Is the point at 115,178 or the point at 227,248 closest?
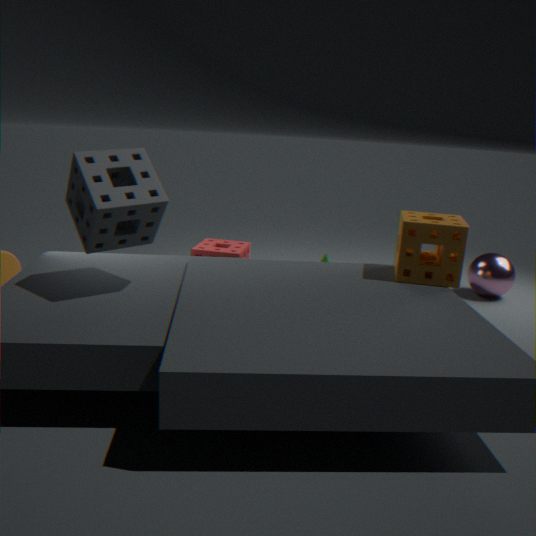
the point at 115,178
